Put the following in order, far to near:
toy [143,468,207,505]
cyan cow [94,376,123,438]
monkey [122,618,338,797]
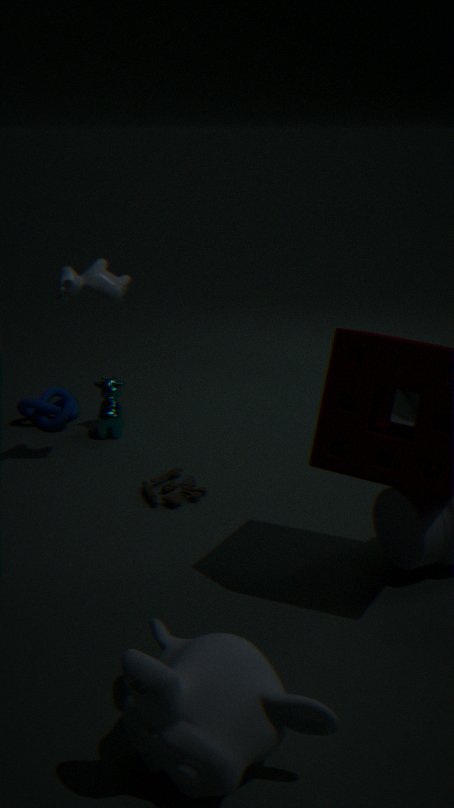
cyan cow [94,376,123,438], toy [143,468,207,505], monkey [122,618,338,797]
